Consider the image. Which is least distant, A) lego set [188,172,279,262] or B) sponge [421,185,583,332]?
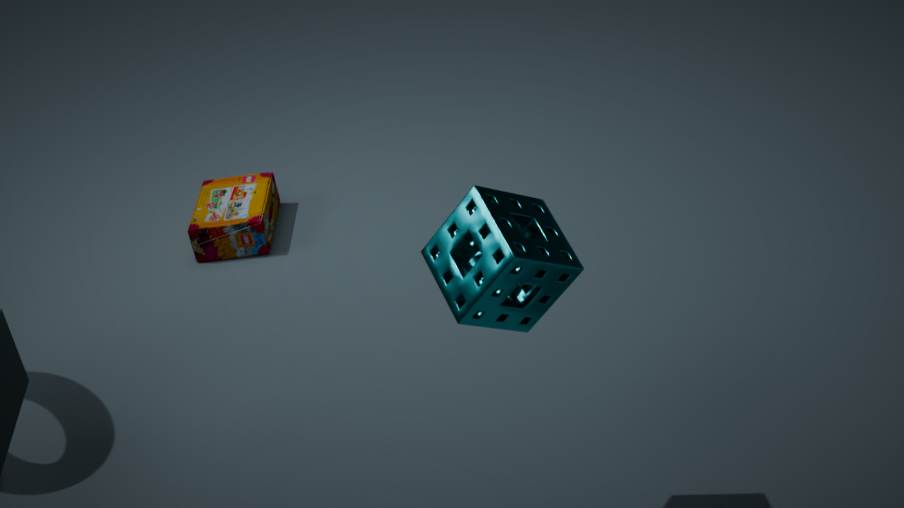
B. sponge [421,185,583,332]
